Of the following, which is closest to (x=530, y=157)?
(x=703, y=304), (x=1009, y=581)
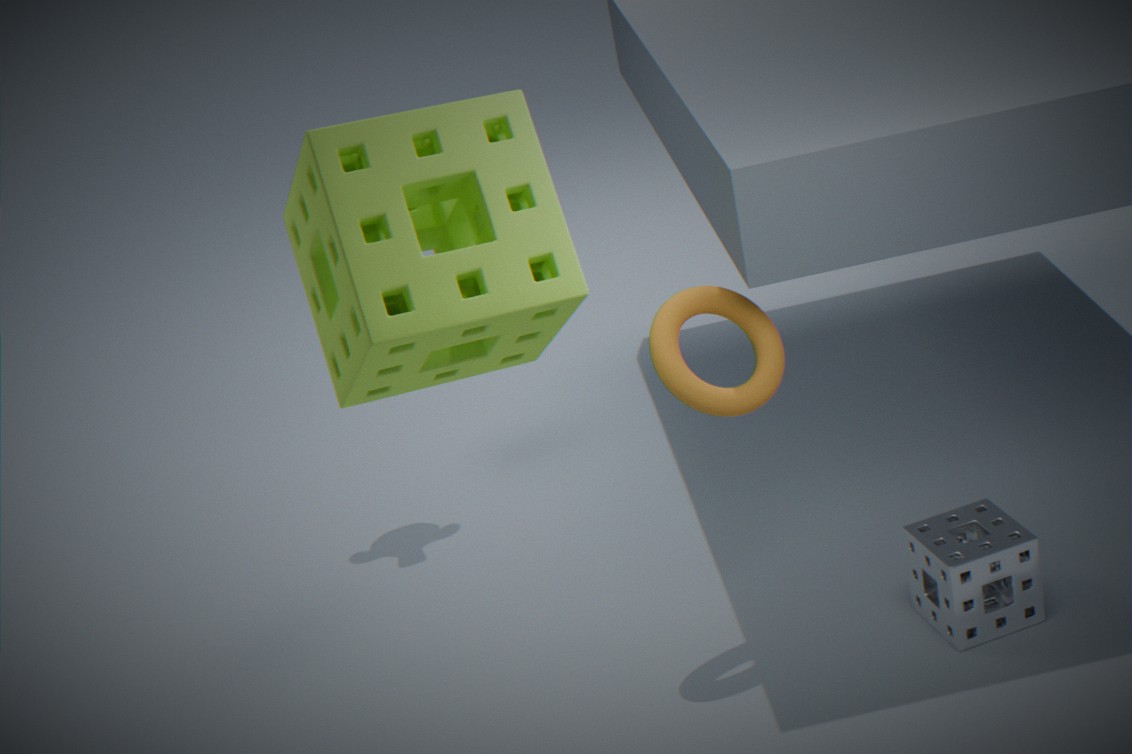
(x=703, y=304)
